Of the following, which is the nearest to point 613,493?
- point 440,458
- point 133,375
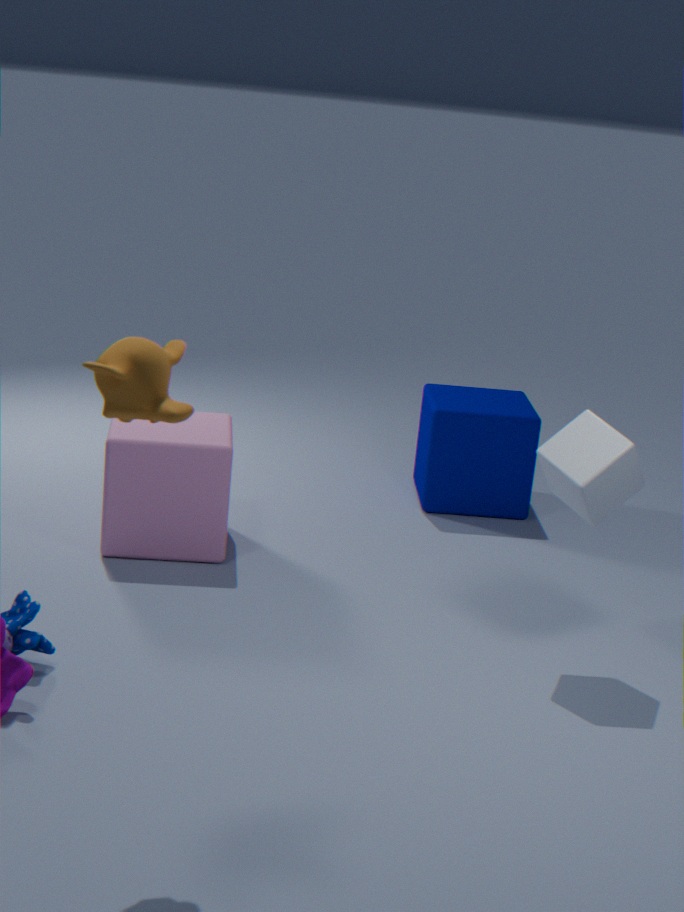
point 440,458
